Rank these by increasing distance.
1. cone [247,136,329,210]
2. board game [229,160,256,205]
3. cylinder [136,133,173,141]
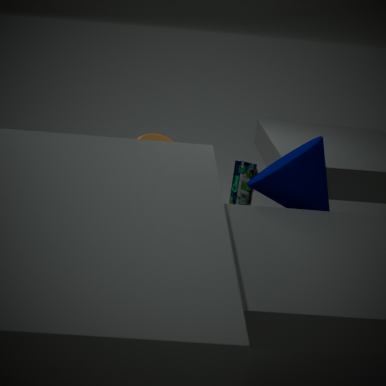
1. cone [247,136,329,210]
2. board game [229,160,256,205]
3. cylinder [136,133,173,141]
